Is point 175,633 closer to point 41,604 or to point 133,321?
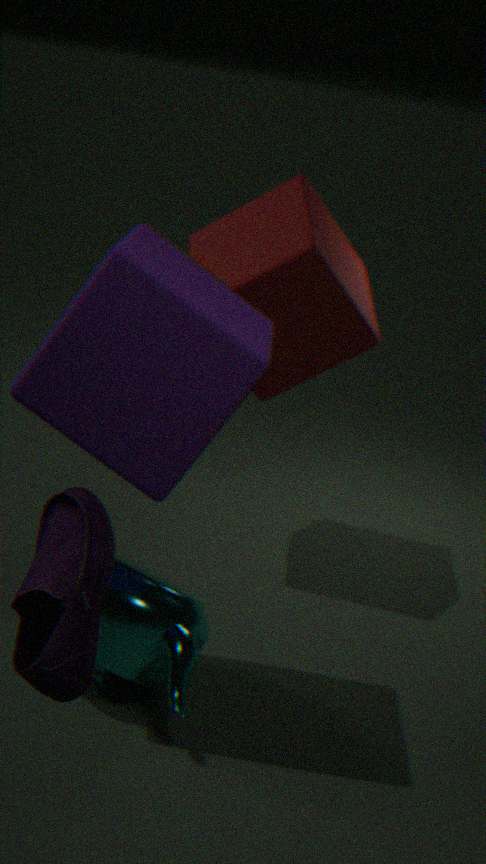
point 133,321
